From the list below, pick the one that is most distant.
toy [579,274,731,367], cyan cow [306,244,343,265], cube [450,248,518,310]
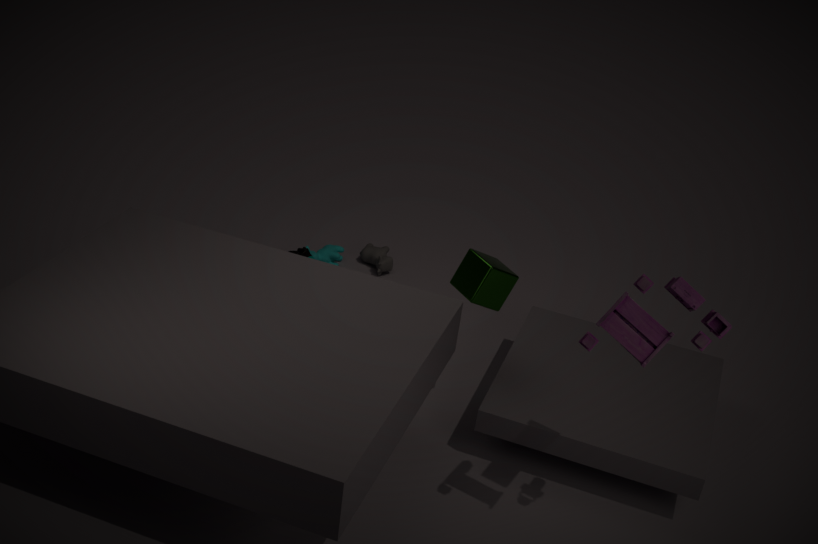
cyan cow [306,244,343,265]
